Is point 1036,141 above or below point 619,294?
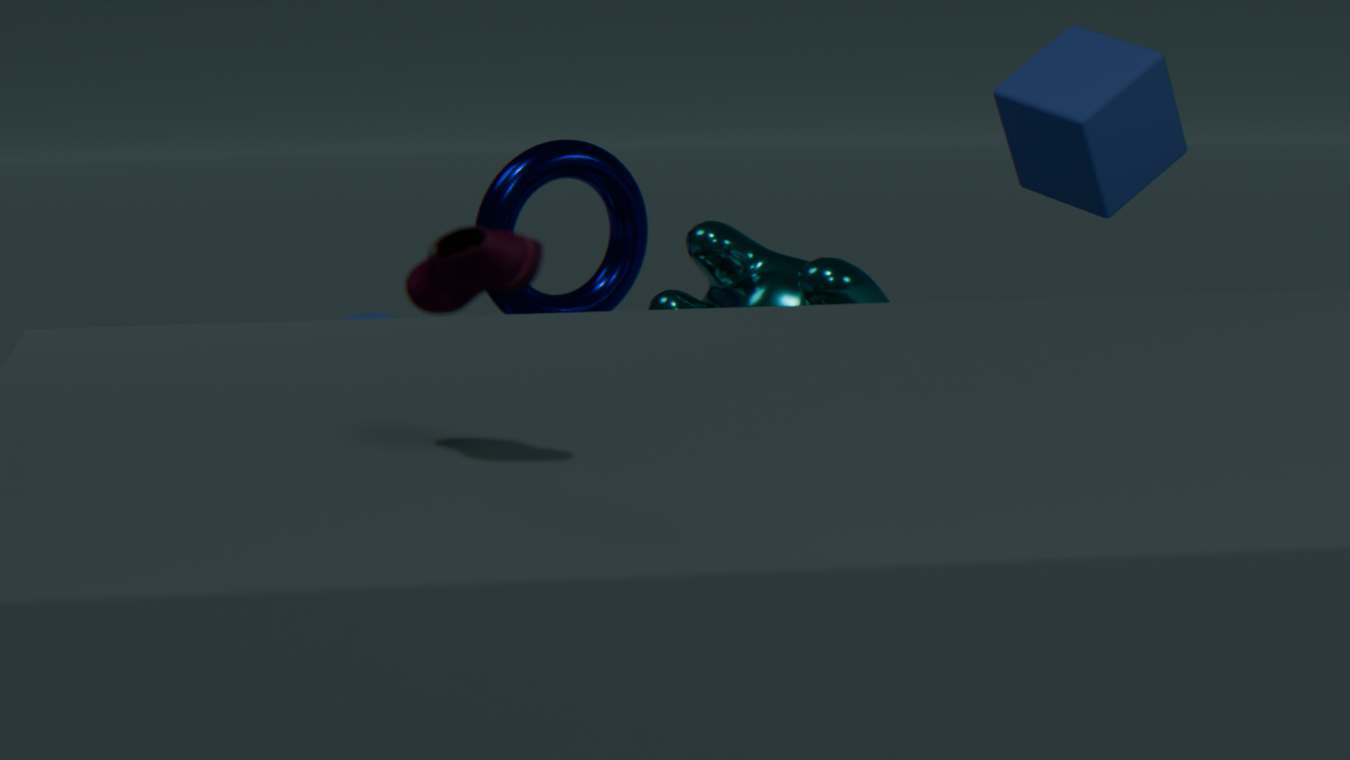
above
